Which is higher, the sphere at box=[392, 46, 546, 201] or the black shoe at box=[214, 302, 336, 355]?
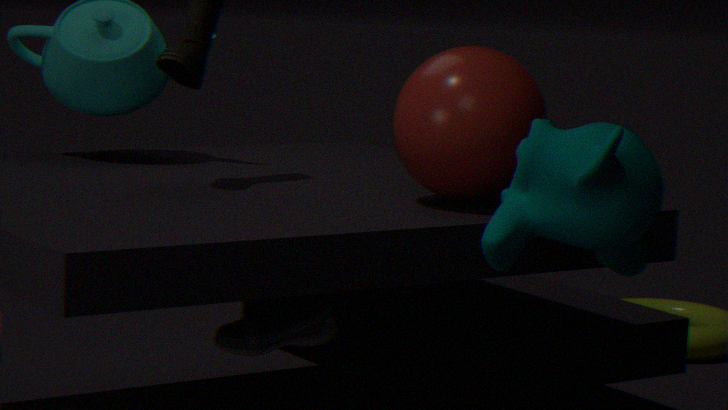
the sphere at box=[392, 46, 546, 201]
